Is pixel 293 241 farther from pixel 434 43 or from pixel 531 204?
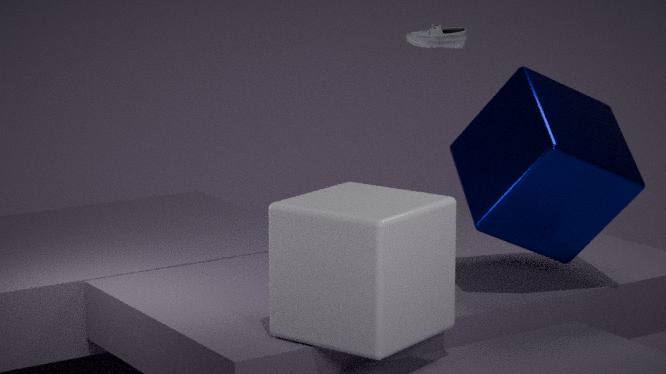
pixel 434 43
